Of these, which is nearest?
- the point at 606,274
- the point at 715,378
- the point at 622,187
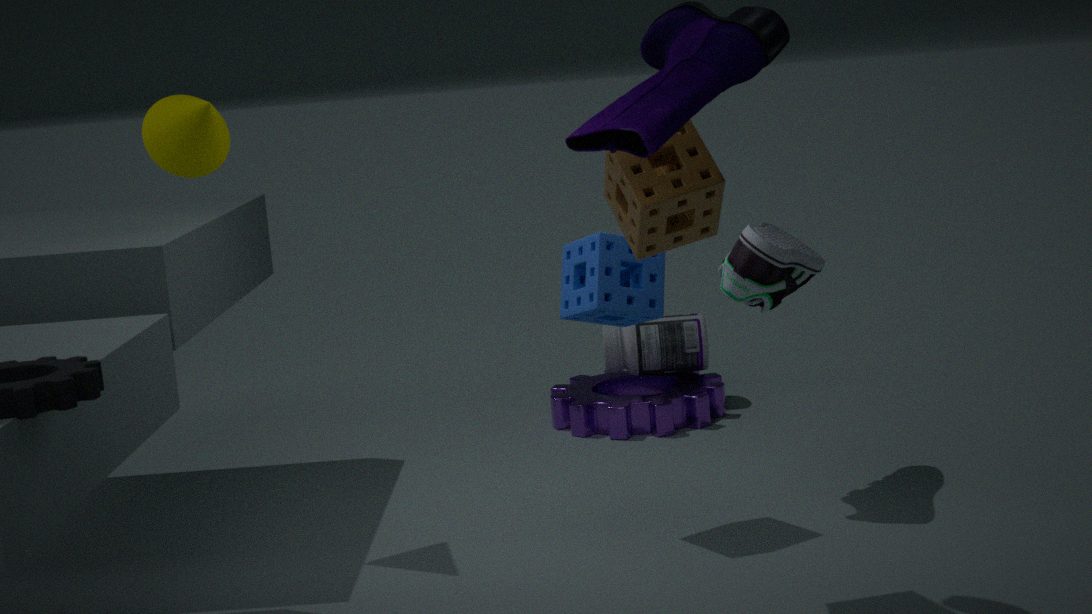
the point at 622,187
